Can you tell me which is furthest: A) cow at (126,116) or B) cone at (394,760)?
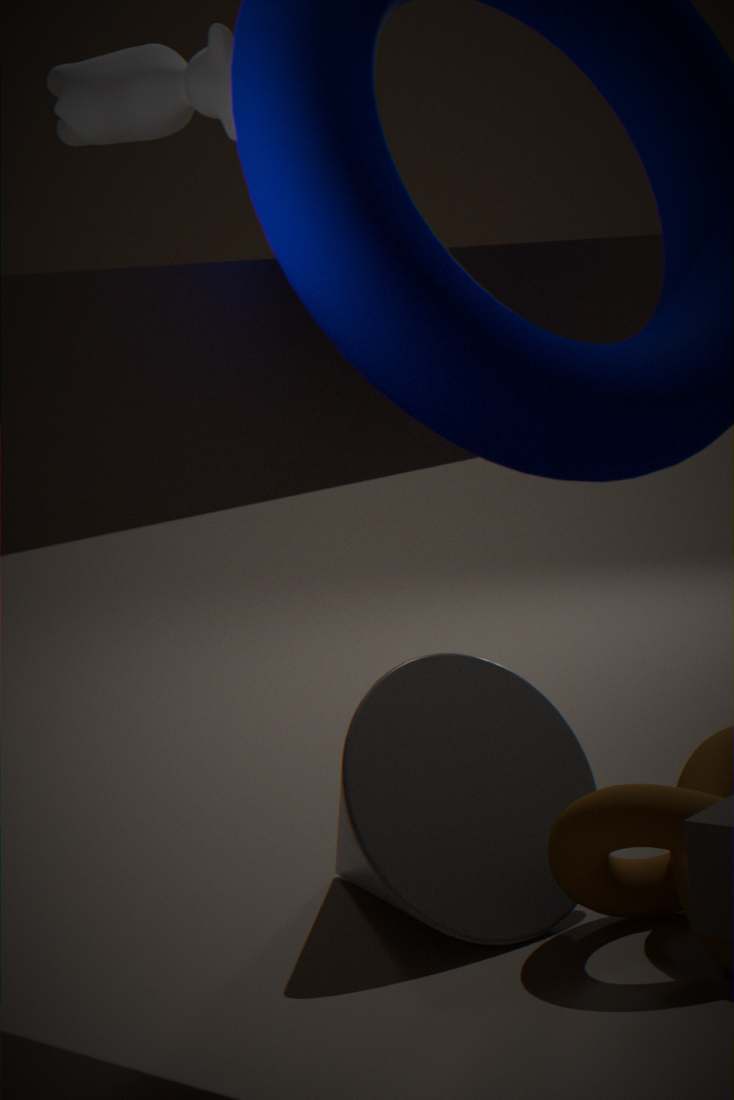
B. cone at (394,760)
